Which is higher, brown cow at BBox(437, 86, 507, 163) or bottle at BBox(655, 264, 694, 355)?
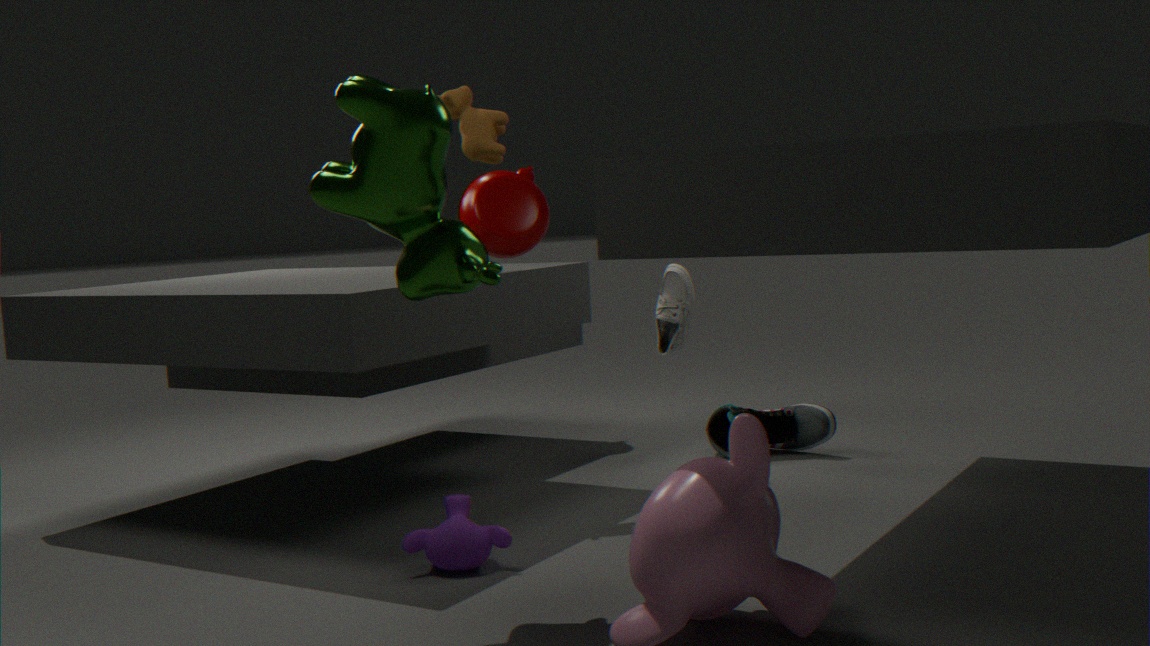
brown cow at BBox(437, 86, 507, 163)
